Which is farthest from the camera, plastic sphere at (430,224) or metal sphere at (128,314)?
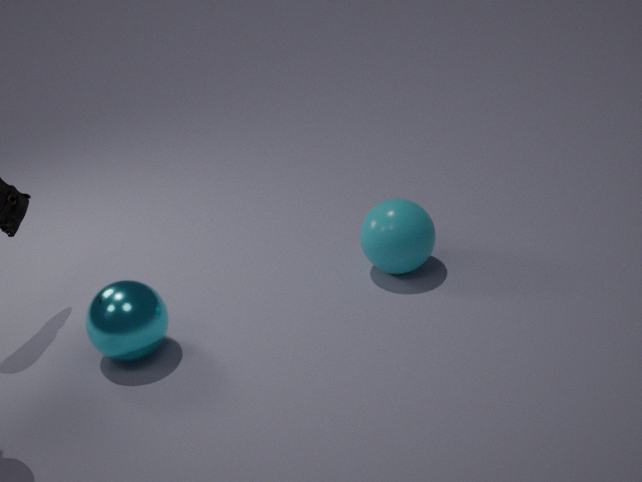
plastic sphere at (430,224)
